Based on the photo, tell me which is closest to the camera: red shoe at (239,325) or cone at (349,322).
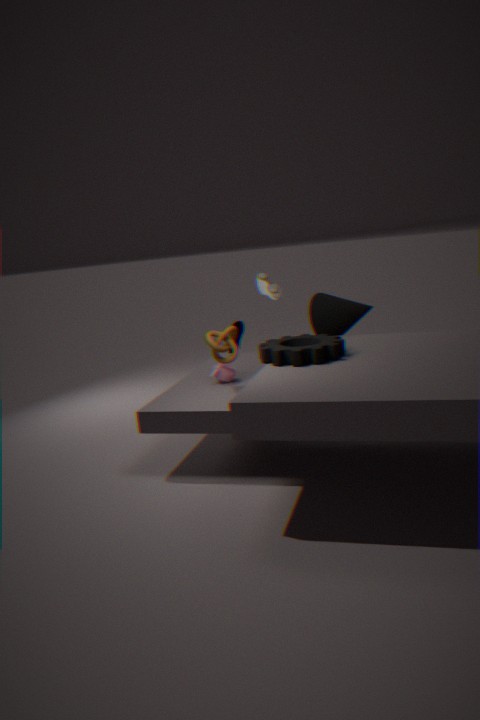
cone at (349,322)
